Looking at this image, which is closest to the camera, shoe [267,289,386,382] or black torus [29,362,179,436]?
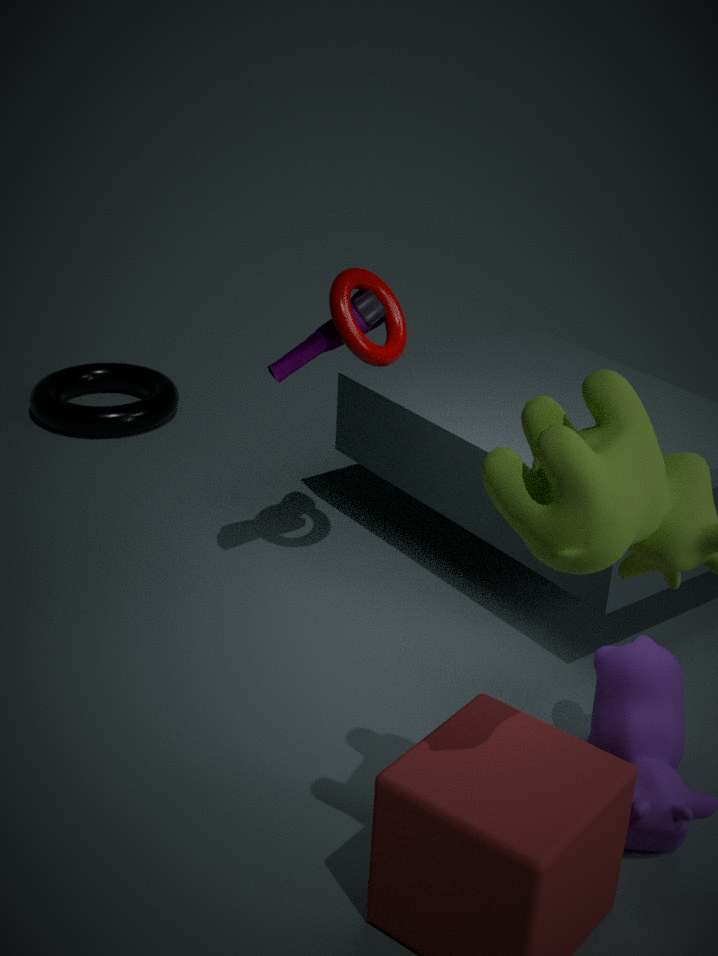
shoe [267,289,386,382]
